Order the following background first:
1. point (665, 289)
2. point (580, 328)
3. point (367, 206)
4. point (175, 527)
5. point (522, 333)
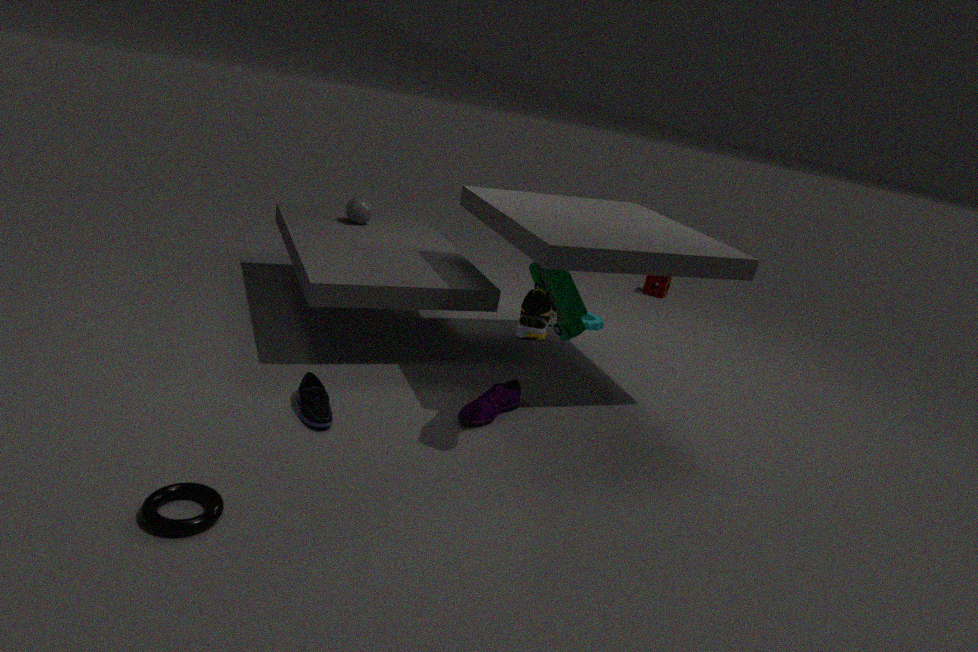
point (665, 289)
point (367, 206)
point (580, 328)
point (522, 333)
point (175, 527)
